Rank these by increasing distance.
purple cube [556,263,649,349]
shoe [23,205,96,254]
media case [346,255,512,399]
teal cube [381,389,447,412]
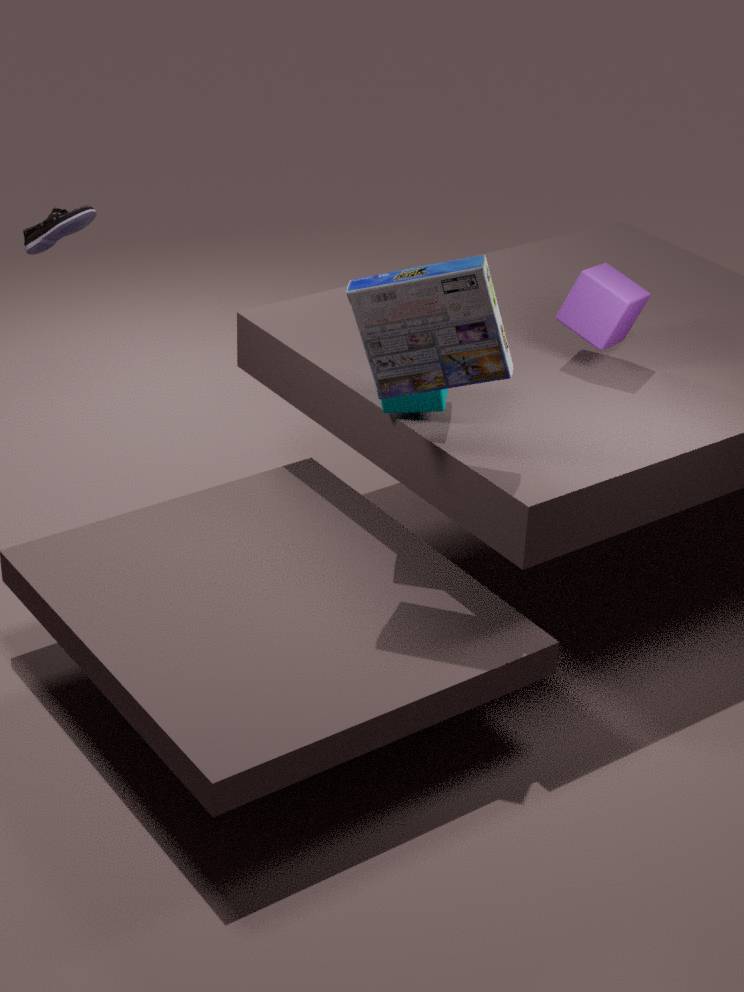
1. media case [346,255,512,399]
2. teal cube [381,389,447,412]
3. purple cube [556,263,649,349]
4. shoe [23,205,96,254]
